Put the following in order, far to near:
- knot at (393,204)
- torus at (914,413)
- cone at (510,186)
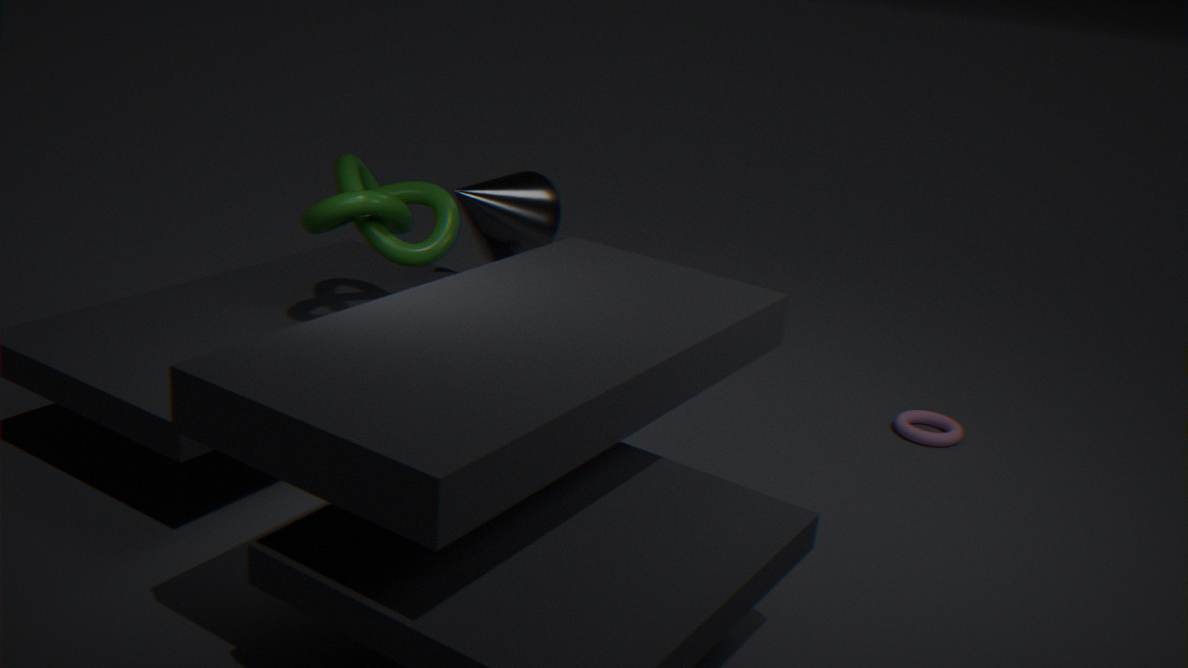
1. cone at (510,186)
2. torus at (914,413)
3. knot at (393,204)
